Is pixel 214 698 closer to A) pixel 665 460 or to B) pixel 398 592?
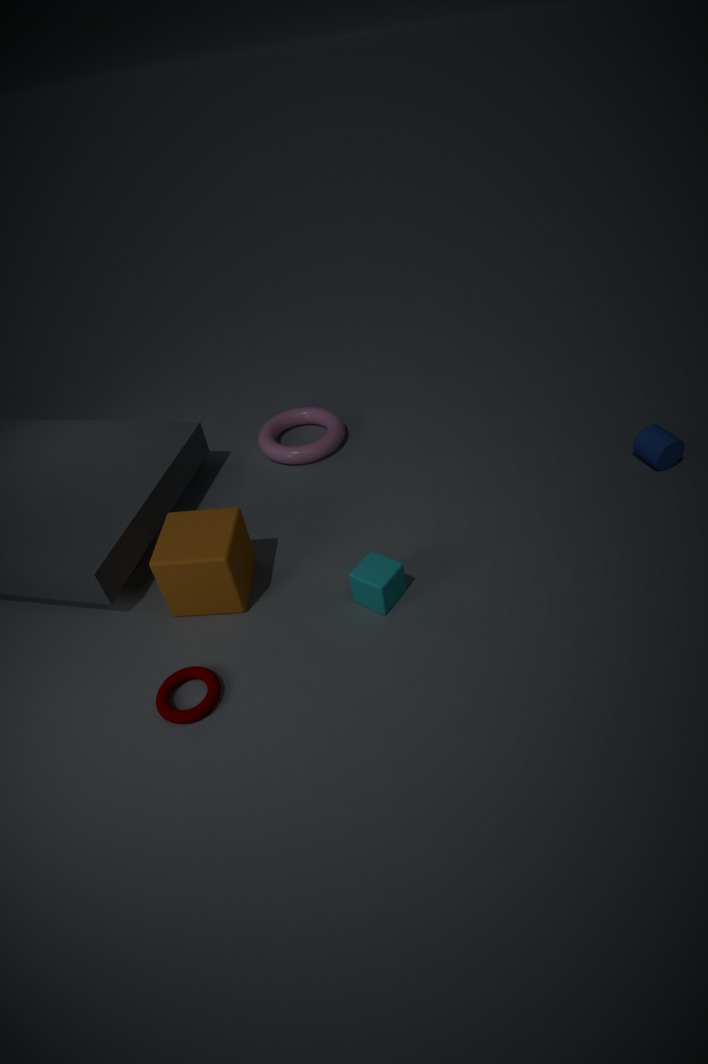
B) pixel 398 592
